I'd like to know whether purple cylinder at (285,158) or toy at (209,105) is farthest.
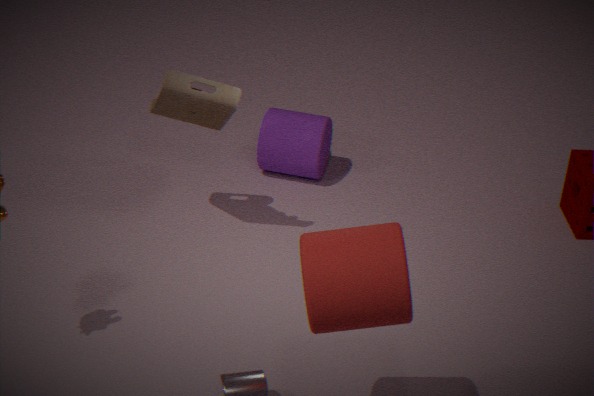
purple cylinder at (285,158)
